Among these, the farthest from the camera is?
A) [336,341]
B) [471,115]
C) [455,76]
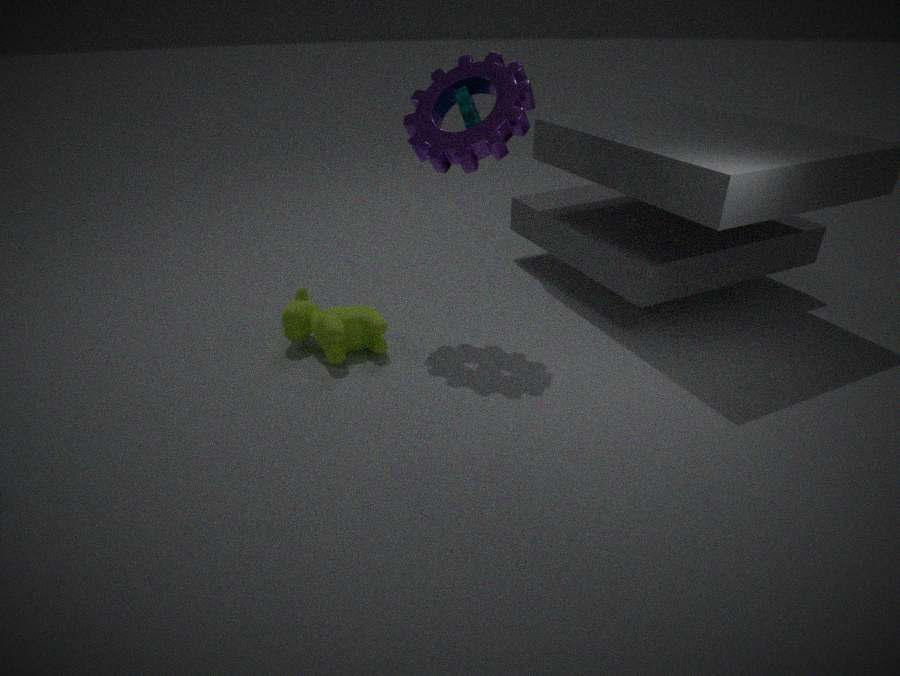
[336,341]
